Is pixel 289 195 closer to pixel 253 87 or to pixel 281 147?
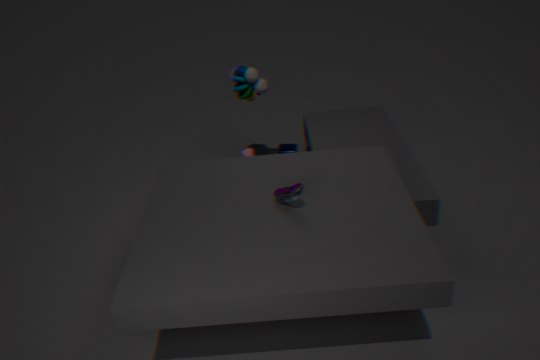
pixel 253 87
